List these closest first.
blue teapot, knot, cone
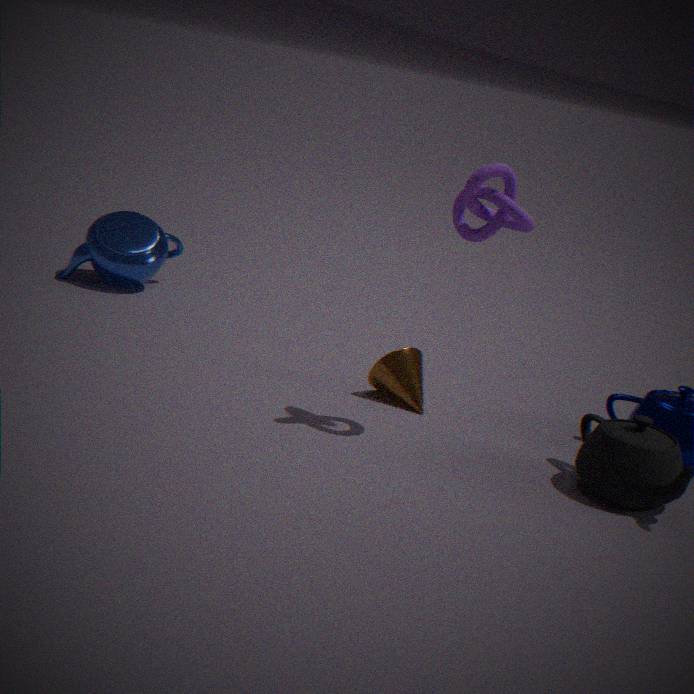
1. knot
2. cone
3. blue teapot
